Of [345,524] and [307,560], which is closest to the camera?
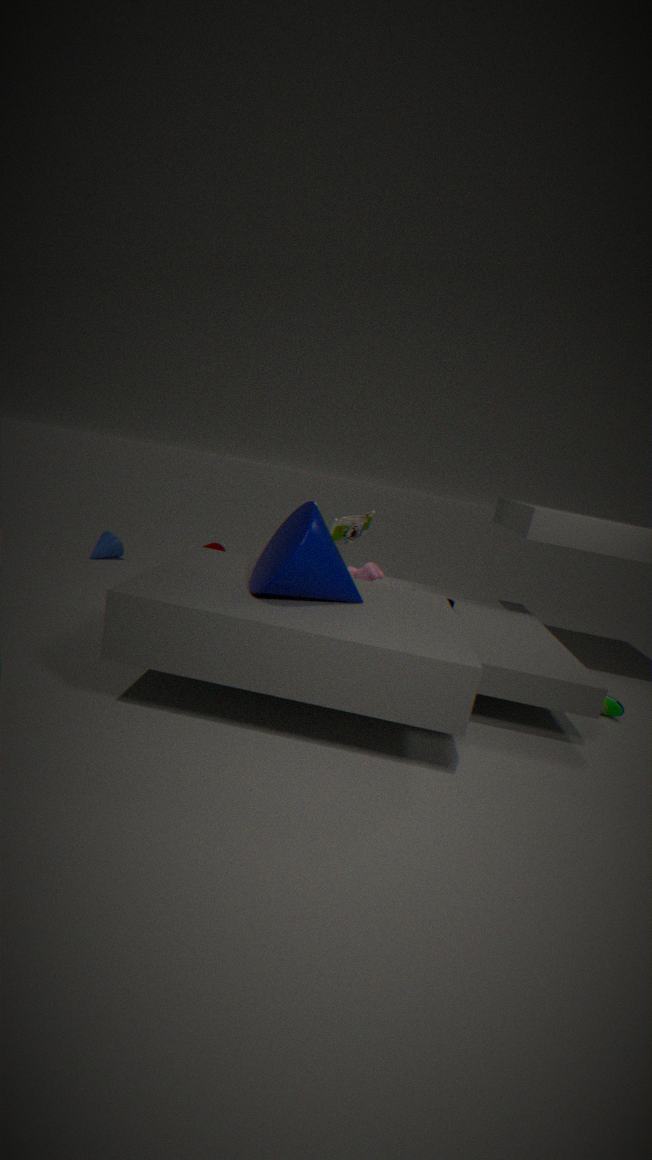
[307,560]
